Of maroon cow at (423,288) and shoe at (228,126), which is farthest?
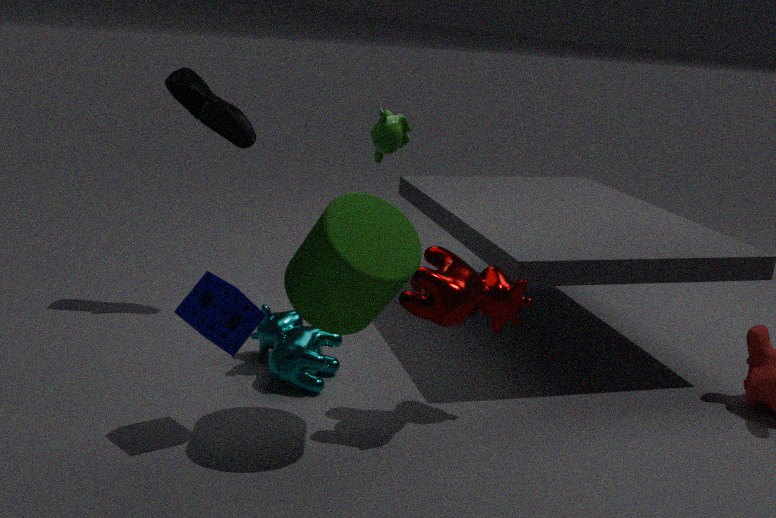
shoe at (228,126)
